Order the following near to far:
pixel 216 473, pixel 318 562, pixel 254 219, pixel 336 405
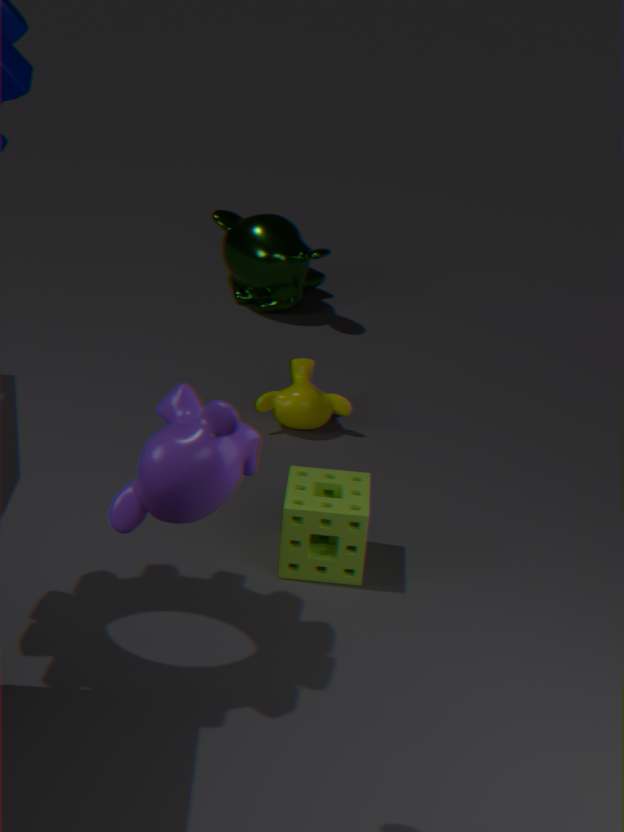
pixel 216 473
pixel 318 562
pixel 336 405
pixel 254 219
